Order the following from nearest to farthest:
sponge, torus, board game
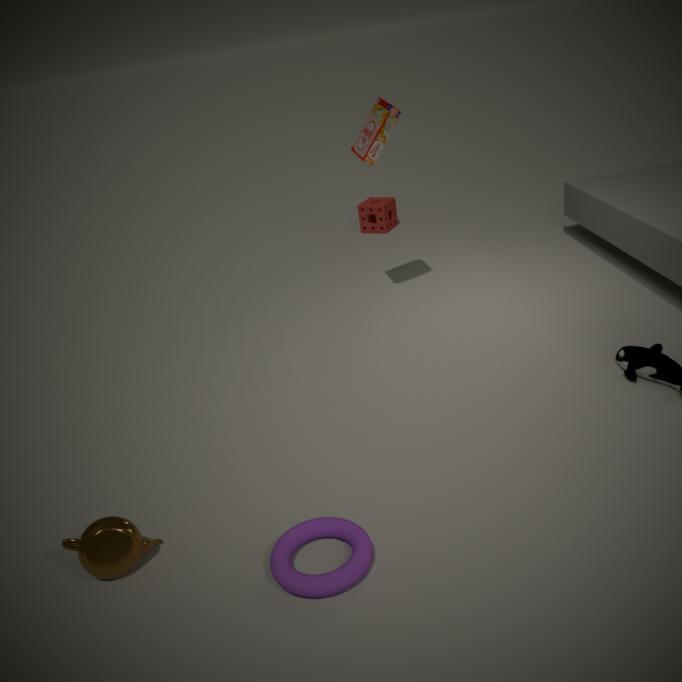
1. torus
2. board game
3. sponge
